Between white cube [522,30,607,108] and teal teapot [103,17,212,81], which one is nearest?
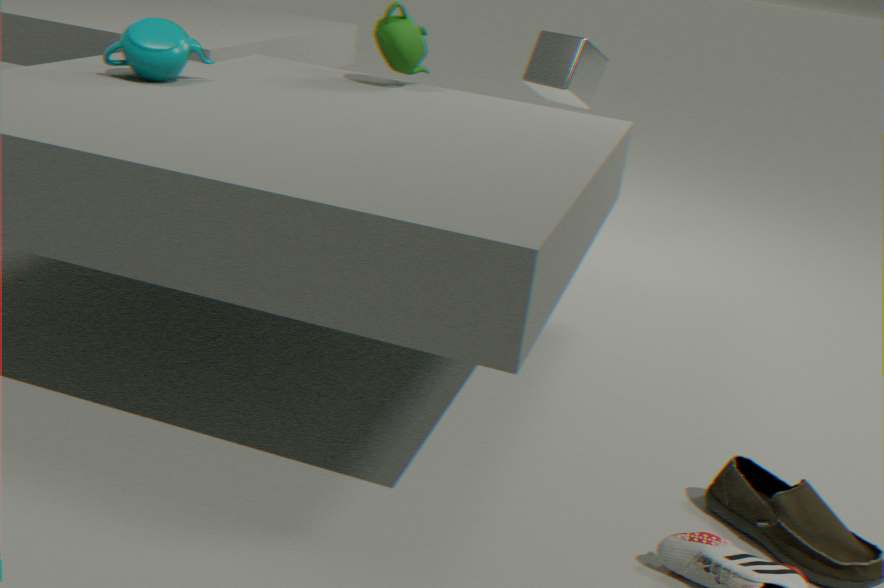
teal teapot [103,17,212,81]
